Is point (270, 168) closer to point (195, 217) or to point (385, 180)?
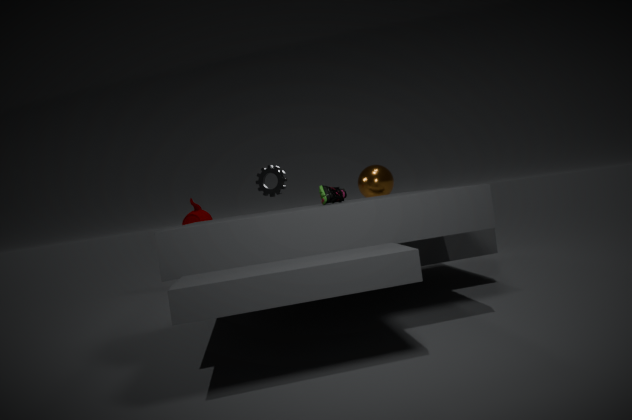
point (385, 180)
